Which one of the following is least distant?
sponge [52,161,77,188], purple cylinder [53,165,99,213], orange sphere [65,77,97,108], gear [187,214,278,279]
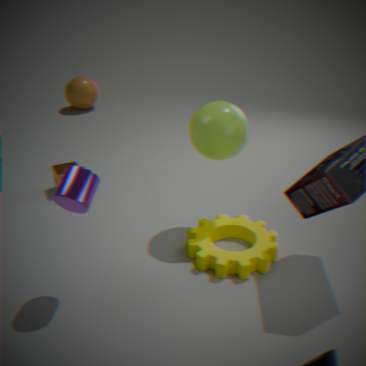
purple cylinder [53,165,99,213]
